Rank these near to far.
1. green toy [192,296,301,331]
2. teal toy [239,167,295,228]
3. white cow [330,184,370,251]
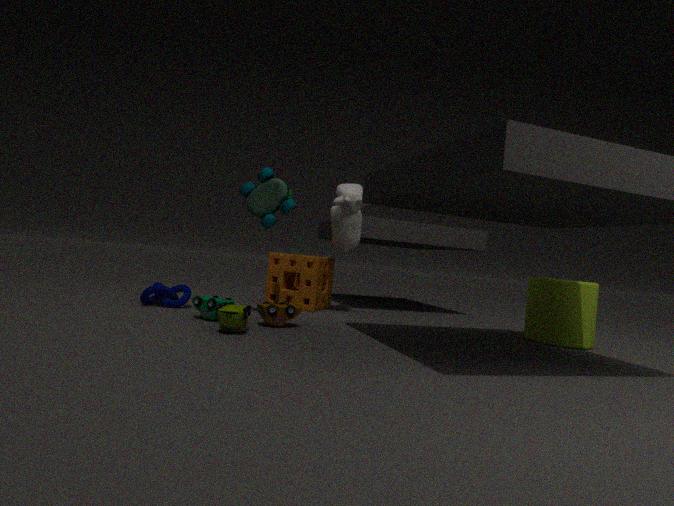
1. green toy [192,296,301,331]
2. teal toy [239,167,295,228]
3. white cow [330,184,370,251]
